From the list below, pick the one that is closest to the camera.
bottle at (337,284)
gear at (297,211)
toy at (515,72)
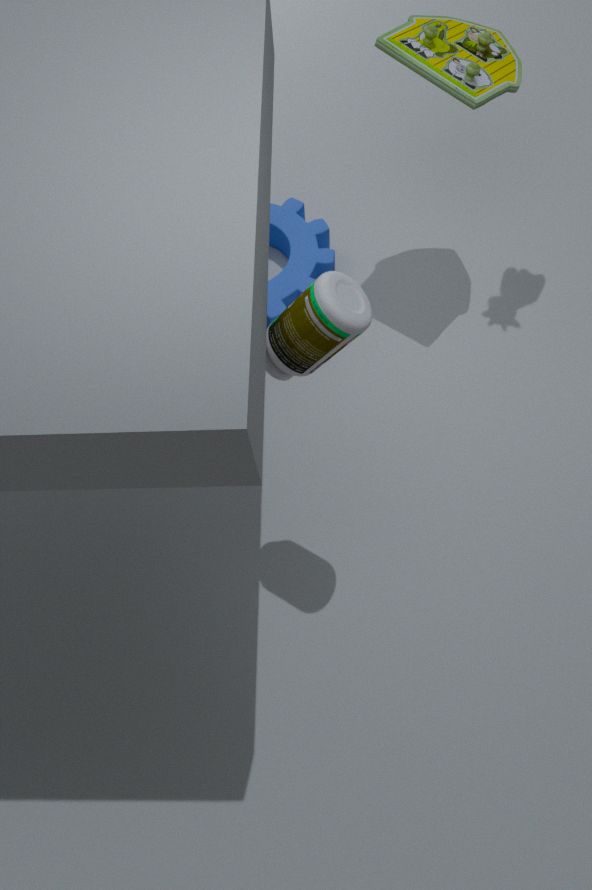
bottle at (337,284)
